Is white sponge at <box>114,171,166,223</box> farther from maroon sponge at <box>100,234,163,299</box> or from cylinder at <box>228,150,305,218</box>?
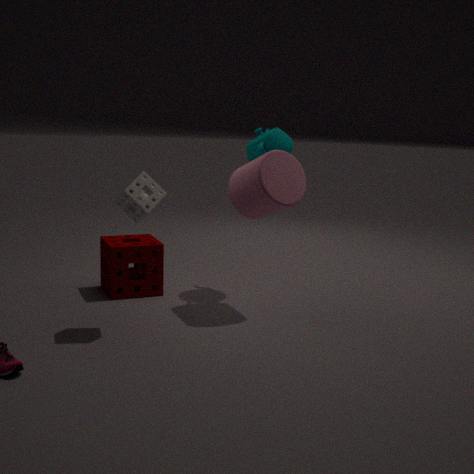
maroon sponge at <box>100,234,163,299</box>
